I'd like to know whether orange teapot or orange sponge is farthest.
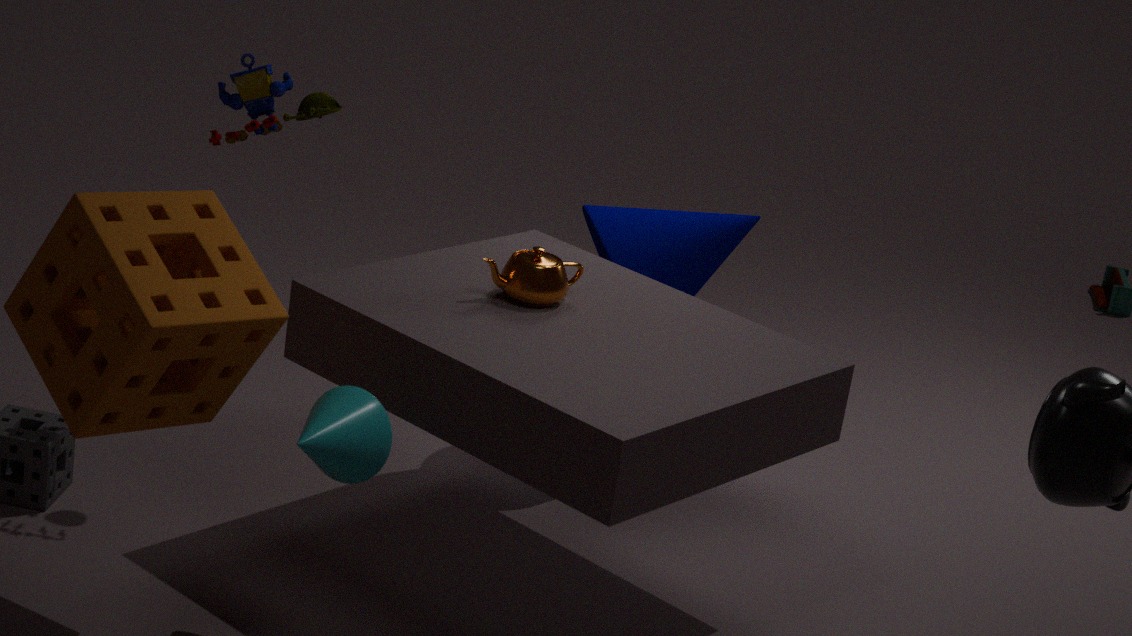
orange teapot
